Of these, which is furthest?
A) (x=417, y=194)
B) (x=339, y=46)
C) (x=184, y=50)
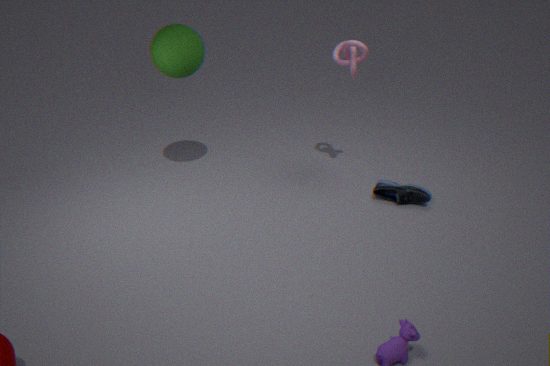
(x=339, y=46)
